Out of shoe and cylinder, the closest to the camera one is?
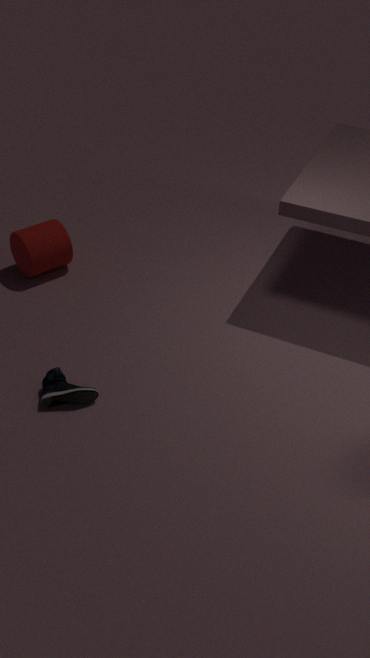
shoe
